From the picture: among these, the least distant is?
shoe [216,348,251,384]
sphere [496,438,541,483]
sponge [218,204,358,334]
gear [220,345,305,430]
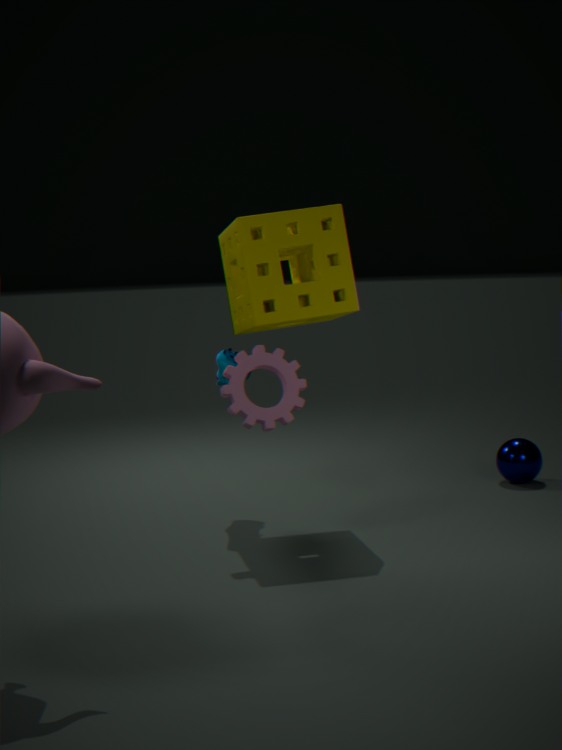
gear [220,345,305,430]
